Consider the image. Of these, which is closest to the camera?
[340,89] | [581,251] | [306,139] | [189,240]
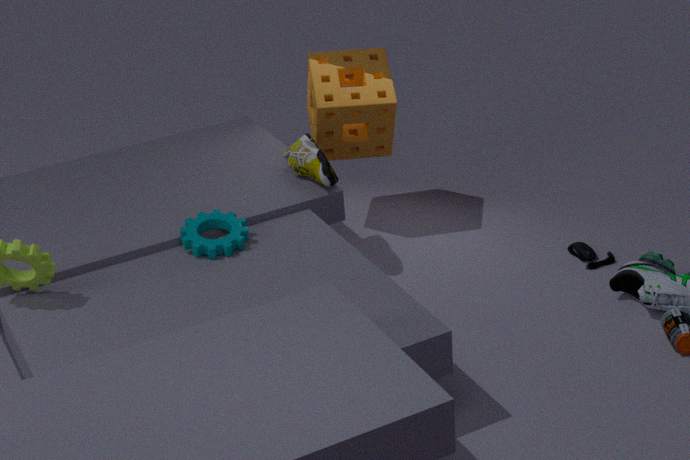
[189,240]
